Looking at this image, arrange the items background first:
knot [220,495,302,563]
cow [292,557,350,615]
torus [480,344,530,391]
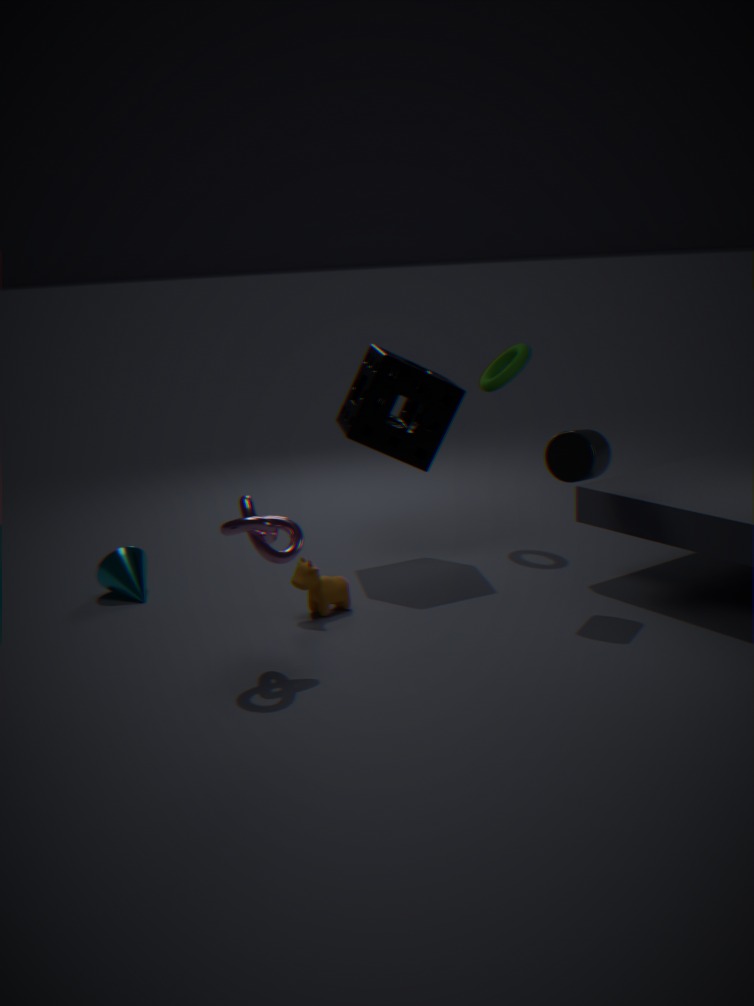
torus [480,344,530,391]
cow [292,557,350,615]
knot [220,495,302,563]
